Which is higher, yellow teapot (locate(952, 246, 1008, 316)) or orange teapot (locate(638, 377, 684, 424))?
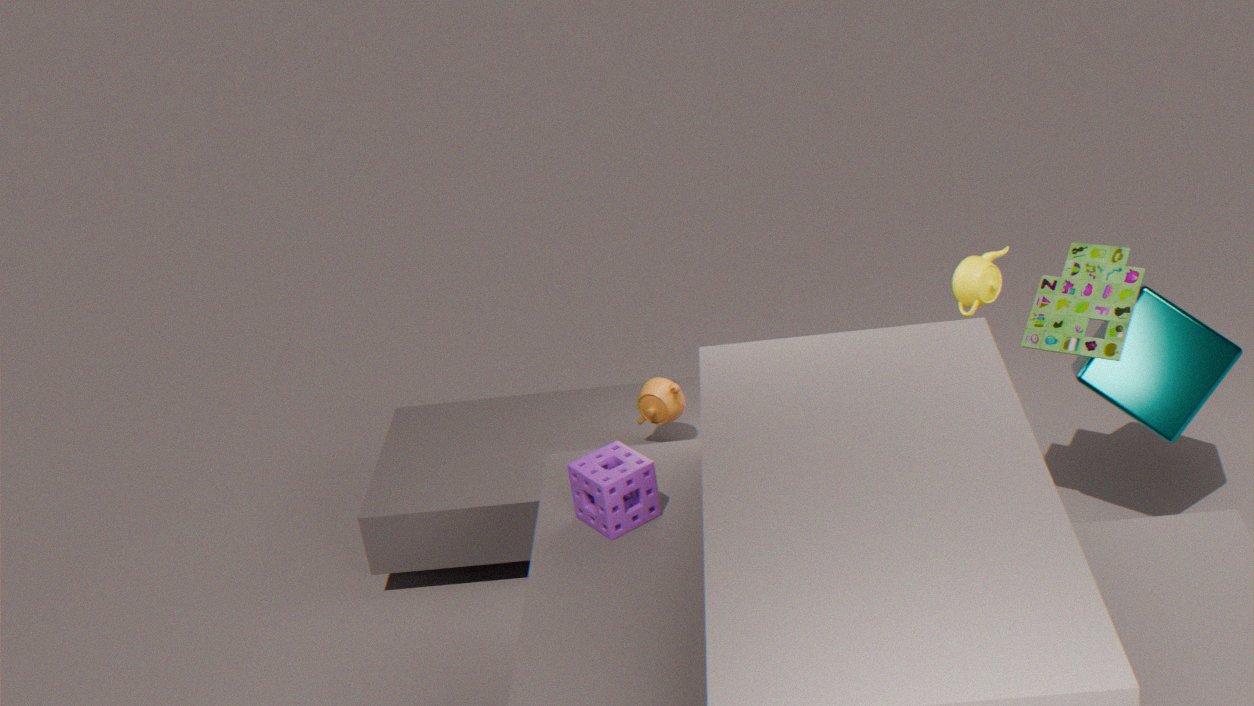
yellow teapot (locate(952, 246, 1008, 316))
